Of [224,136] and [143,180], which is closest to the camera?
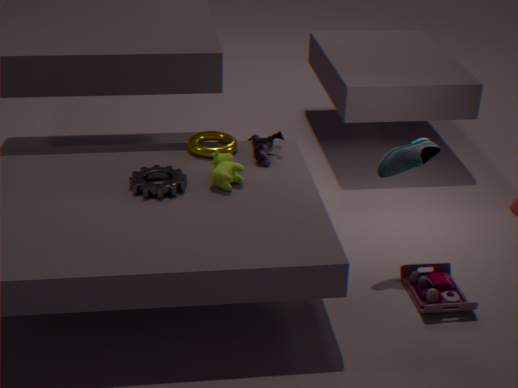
[143,180]
